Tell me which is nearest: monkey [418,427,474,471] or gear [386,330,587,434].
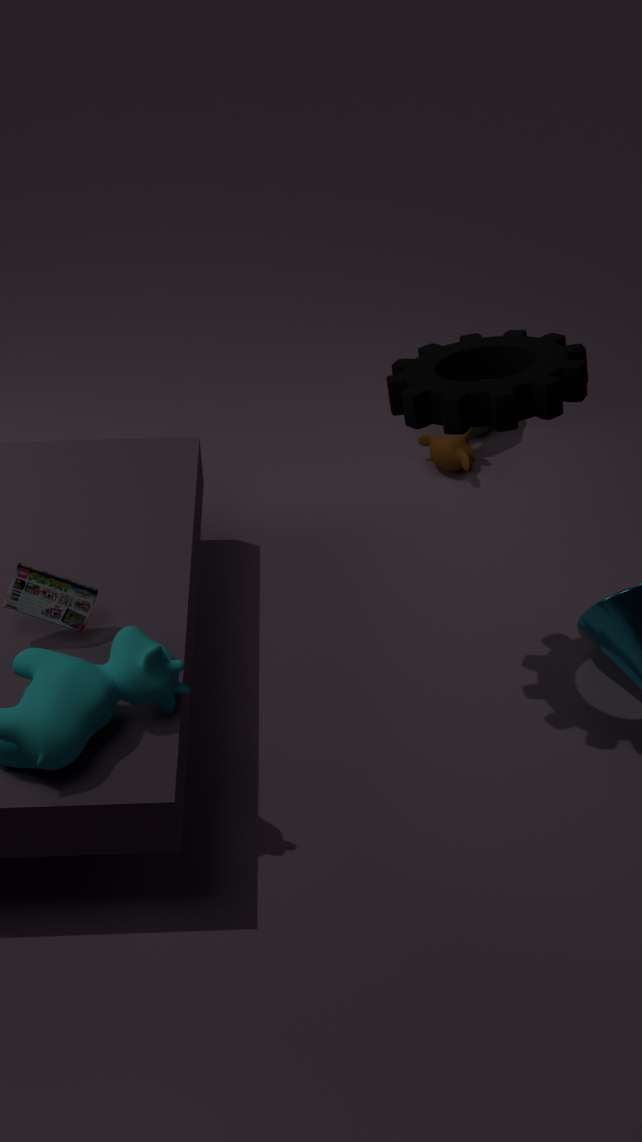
gear [386,330,587,434]
